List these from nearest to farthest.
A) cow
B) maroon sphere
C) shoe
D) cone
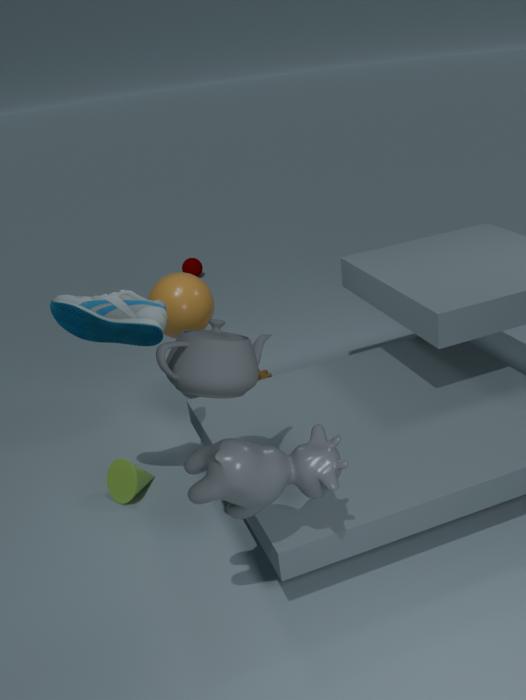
cow → shoe → cone → maroon sphere
